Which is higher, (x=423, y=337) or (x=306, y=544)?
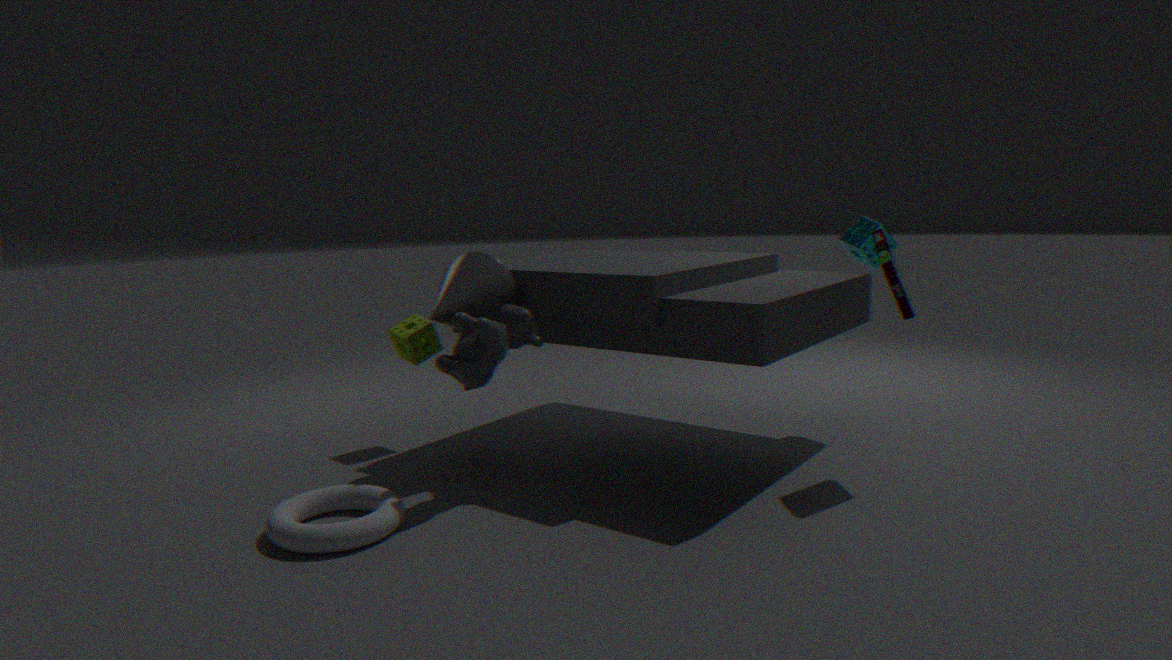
(x=423, y=337)
